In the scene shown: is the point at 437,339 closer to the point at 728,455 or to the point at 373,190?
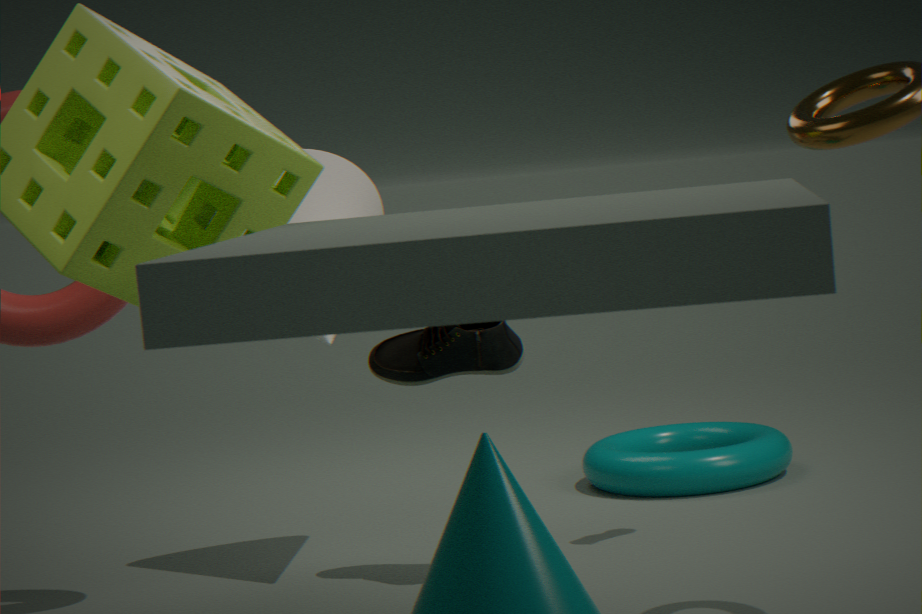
the point at 373,190
